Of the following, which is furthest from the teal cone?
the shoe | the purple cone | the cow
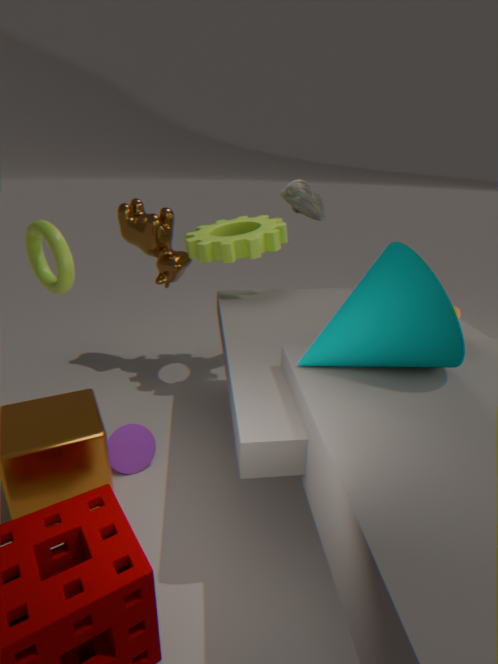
the cow
